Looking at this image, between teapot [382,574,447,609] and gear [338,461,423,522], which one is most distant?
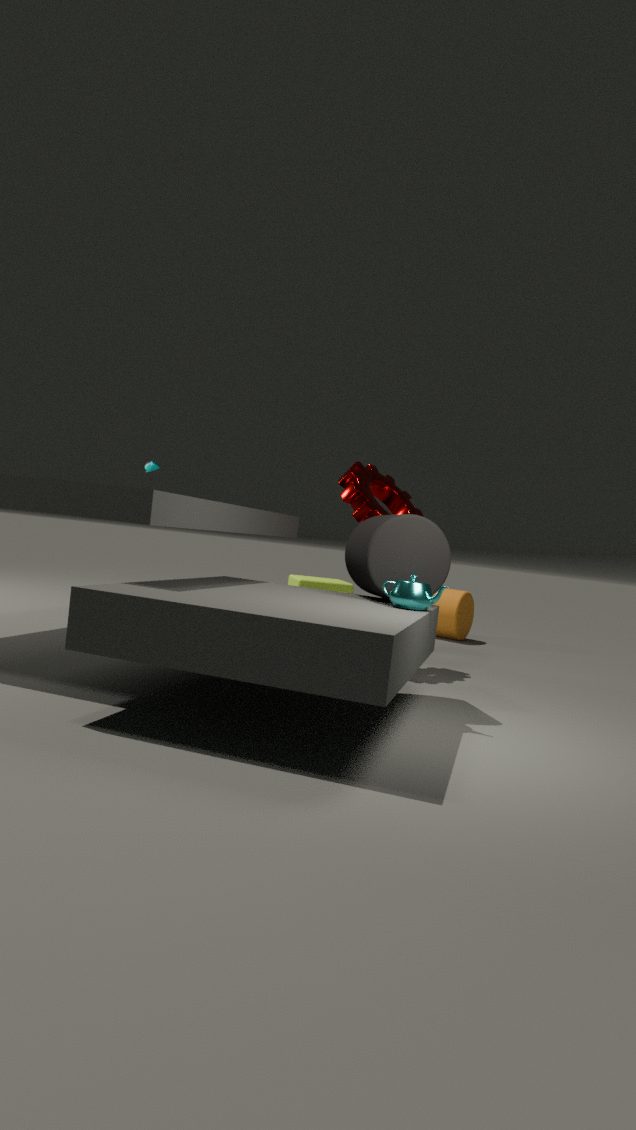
gear [338,461,423,522]
